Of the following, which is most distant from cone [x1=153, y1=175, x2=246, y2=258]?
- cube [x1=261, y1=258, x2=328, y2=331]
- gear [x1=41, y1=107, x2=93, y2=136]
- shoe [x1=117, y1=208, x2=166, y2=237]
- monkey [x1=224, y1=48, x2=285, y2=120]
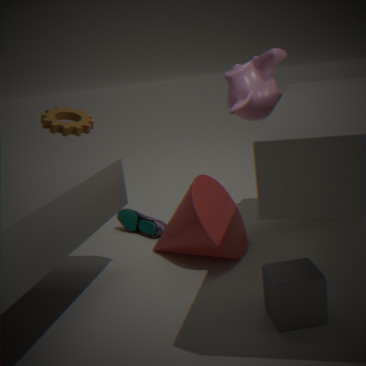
gear [x1=41, y1=107, x2=93, y2=136]
